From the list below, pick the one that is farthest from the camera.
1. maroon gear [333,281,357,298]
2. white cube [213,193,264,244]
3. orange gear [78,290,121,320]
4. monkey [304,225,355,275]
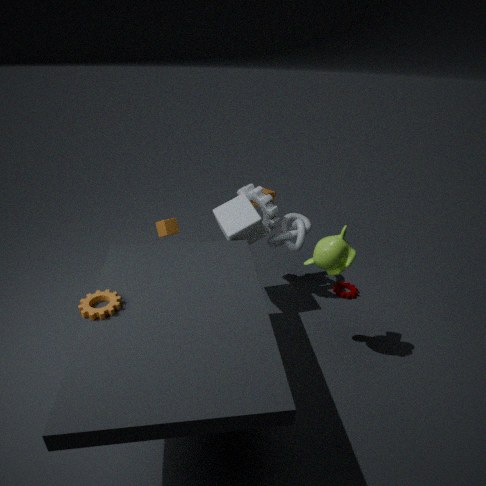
maroon gear [333,281,357,298]
